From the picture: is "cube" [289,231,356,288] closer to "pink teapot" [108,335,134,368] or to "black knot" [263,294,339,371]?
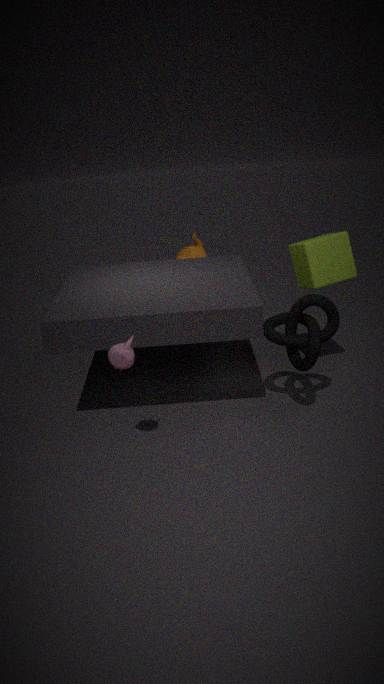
"black knot" [263,294,339,371]
